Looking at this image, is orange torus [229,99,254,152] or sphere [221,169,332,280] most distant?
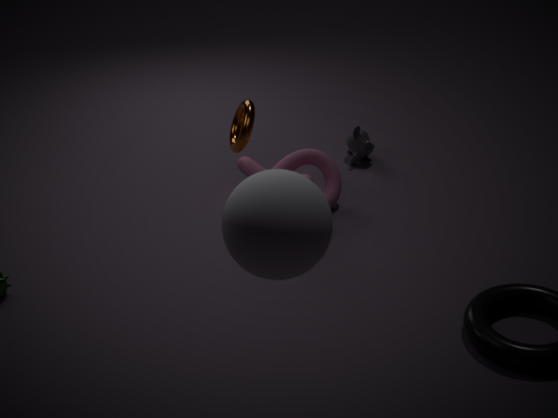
orange torus [229,99,254,152]
